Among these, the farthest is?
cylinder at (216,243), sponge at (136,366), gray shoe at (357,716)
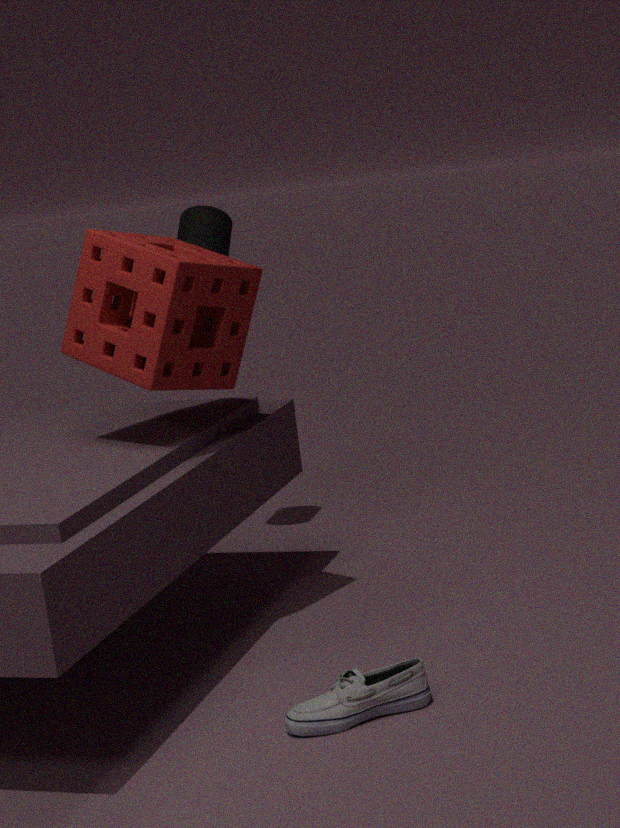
cylinder at (216,243)
